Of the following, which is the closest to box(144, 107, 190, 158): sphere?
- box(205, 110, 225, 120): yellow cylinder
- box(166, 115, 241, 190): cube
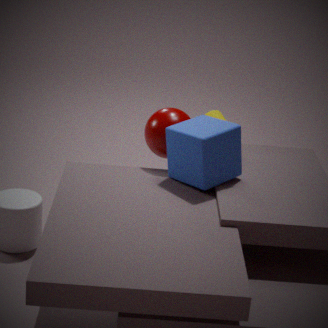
box(166, 115, 241, 190): cube
